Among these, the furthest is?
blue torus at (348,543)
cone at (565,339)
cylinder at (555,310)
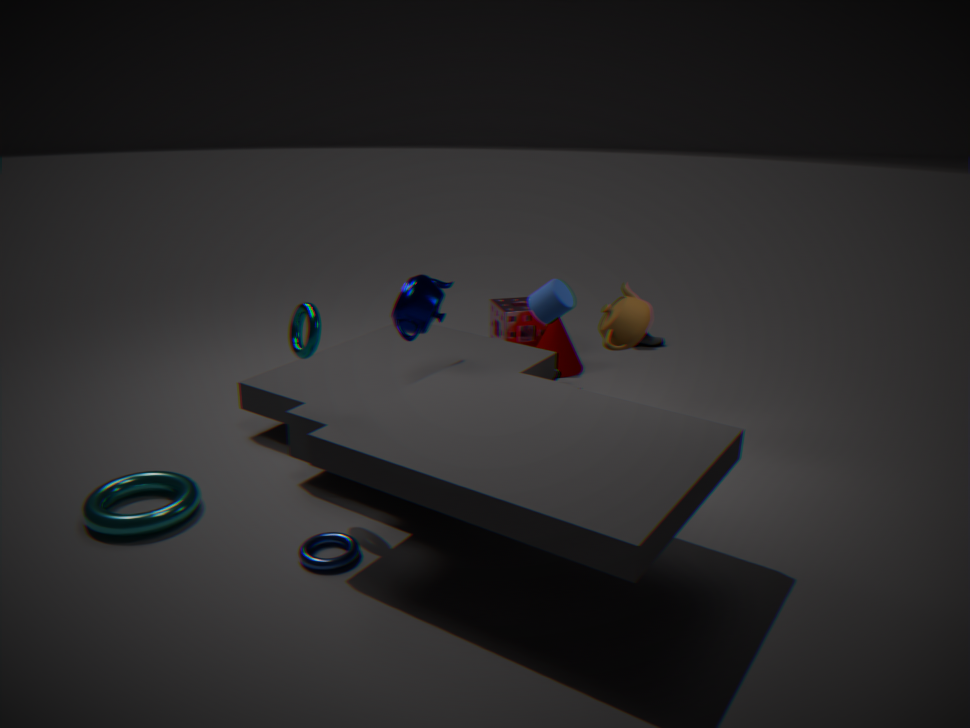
cone at (565,339)
